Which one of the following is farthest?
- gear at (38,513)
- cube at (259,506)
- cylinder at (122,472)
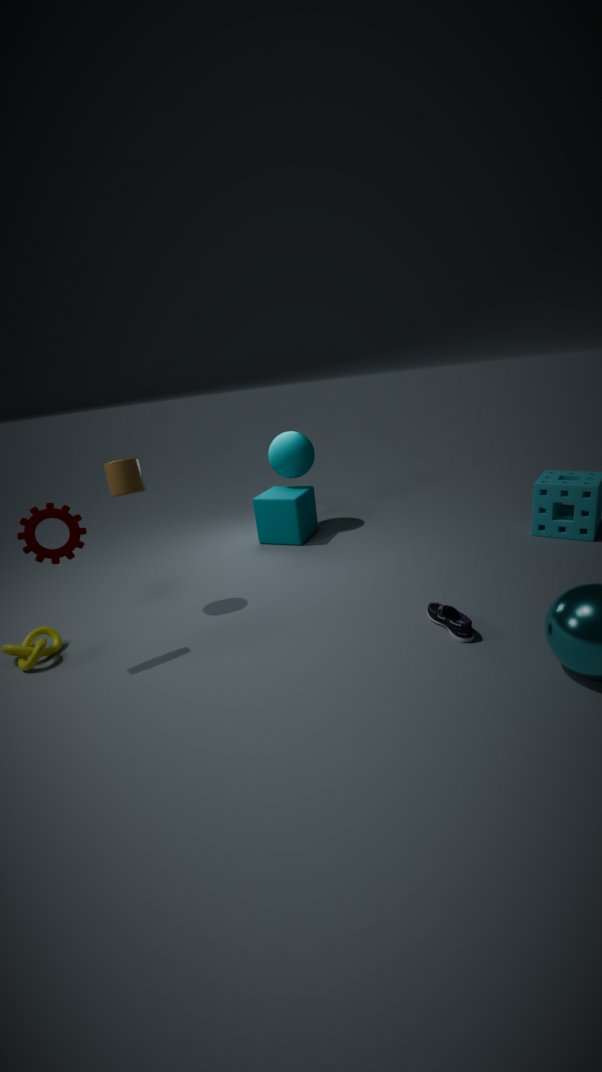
cube at (259,506)
